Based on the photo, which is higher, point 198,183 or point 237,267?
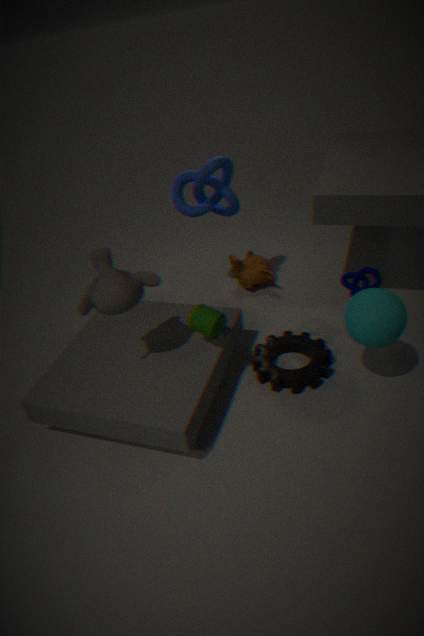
point 198,183
